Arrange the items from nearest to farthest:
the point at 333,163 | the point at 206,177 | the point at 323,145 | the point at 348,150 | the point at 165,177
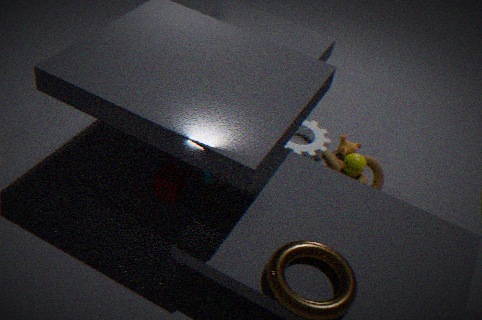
the point at 165,177
the point at 206,177
the point at 333,163
the point at 348,150
the point at 323,145
